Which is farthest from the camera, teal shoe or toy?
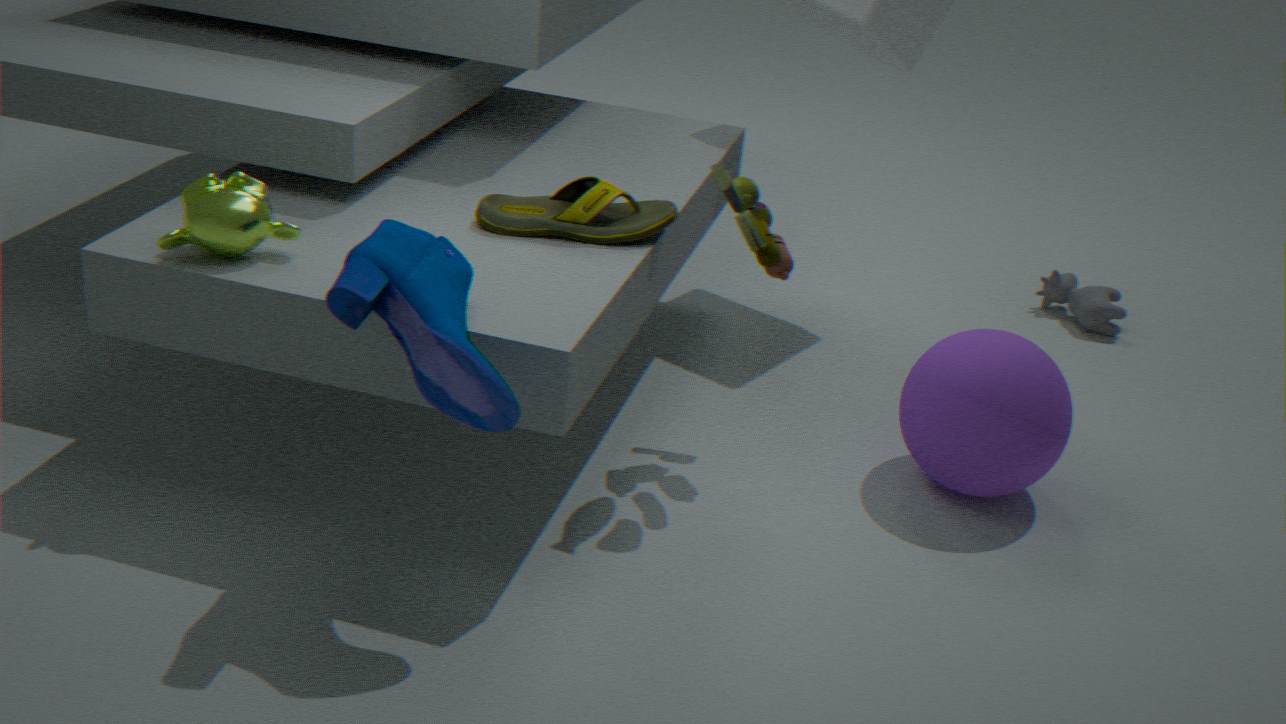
toy
